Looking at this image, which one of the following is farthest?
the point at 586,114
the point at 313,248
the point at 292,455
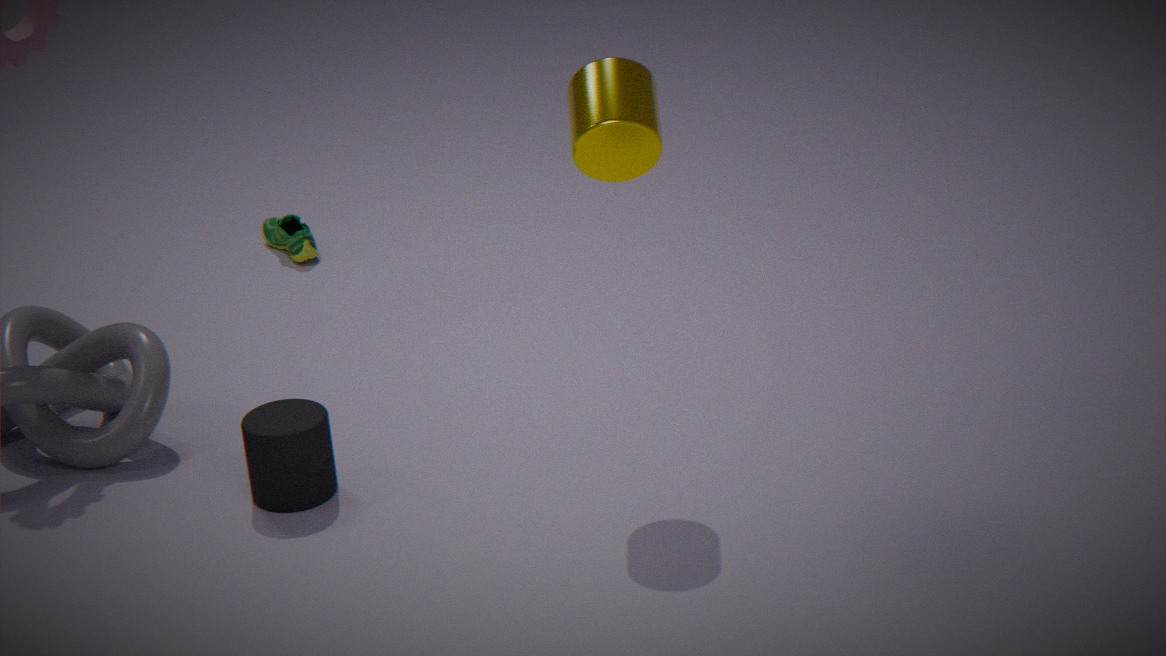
the point at 313,248
